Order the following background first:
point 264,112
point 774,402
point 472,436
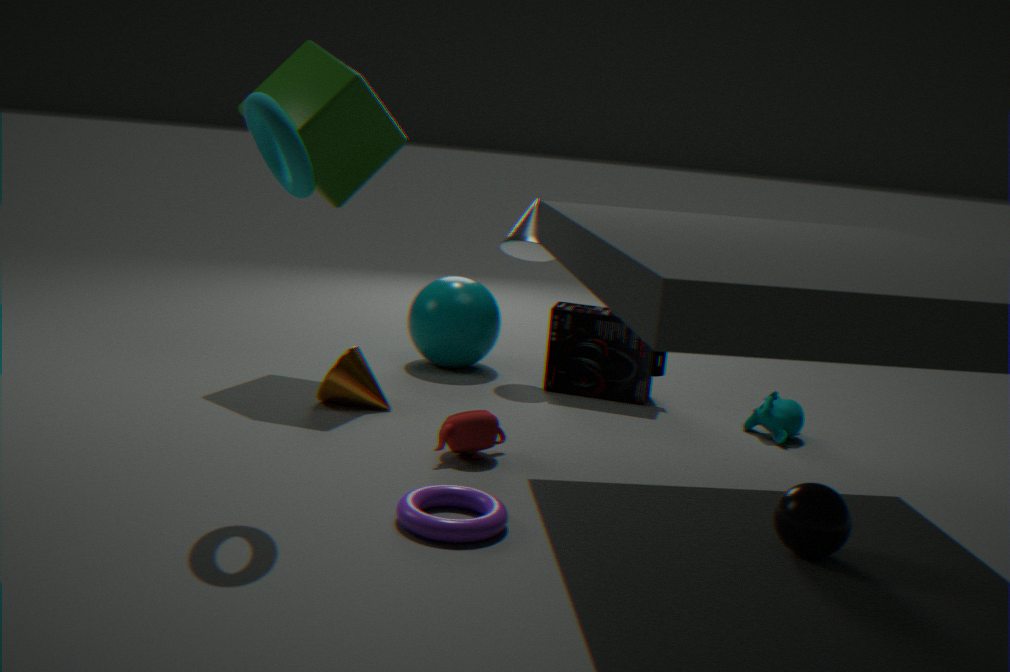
point 774,402, point 472,436, point 264,112
